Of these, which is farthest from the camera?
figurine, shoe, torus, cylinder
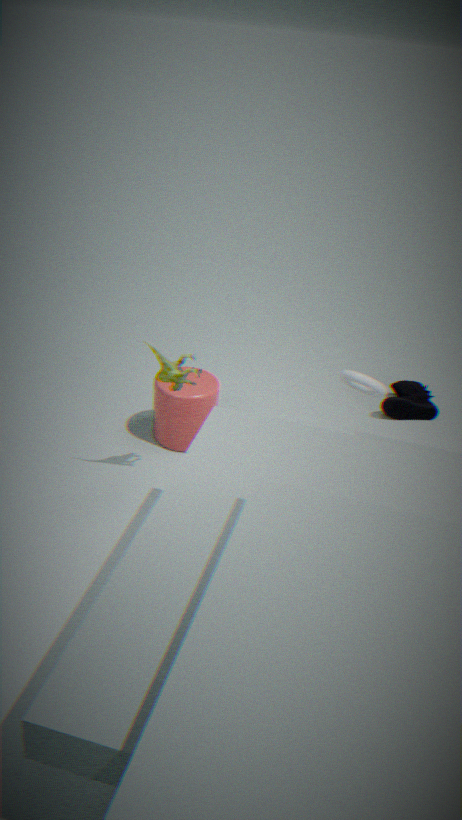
shoe
